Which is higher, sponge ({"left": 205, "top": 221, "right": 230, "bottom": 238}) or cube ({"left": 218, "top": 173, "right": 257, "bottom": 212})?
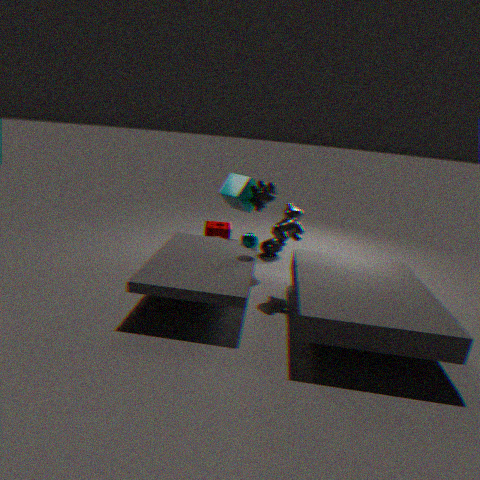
cube ({"left": 218, "top": 173, "right": 257, "bottom": 212})
